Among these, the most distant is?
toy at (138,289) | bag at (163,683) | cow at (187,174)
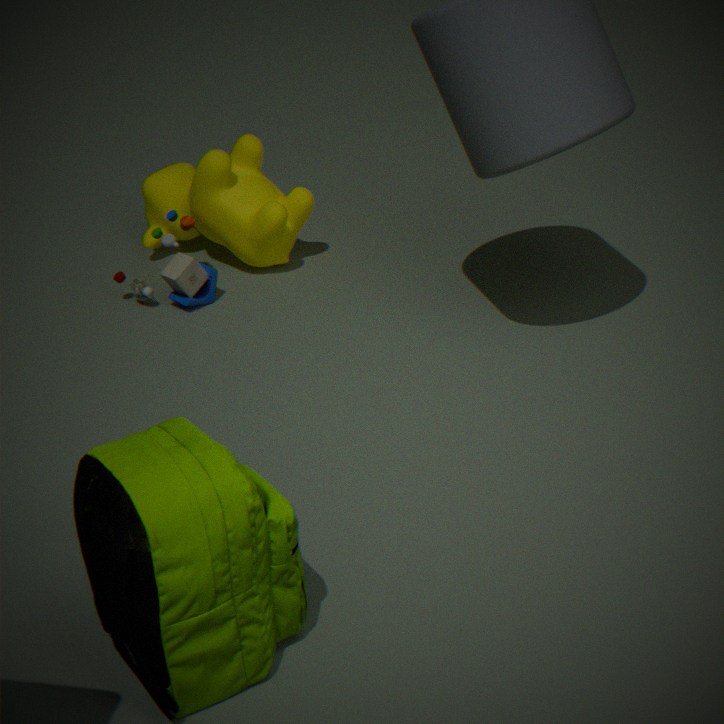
cow at (187,174)
